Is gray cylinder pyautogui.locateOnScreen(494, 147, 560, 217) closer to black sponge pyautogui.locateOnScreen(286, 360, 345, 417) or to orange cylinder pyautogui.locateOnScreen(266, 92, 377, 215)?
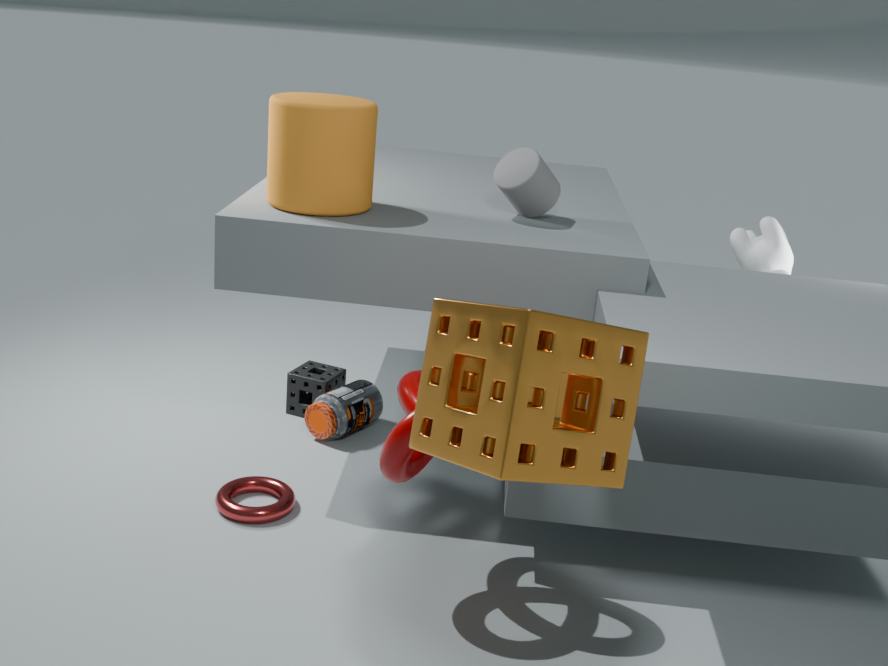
orange cylinder pyautogui.locateOnScreen(266, 92, 377, 215)
